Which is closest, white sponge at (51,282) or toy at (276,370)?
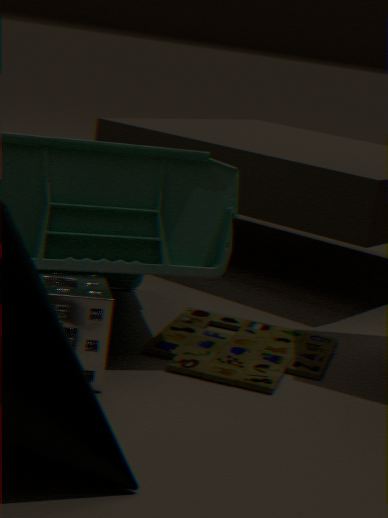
white sponge at (51,282)
